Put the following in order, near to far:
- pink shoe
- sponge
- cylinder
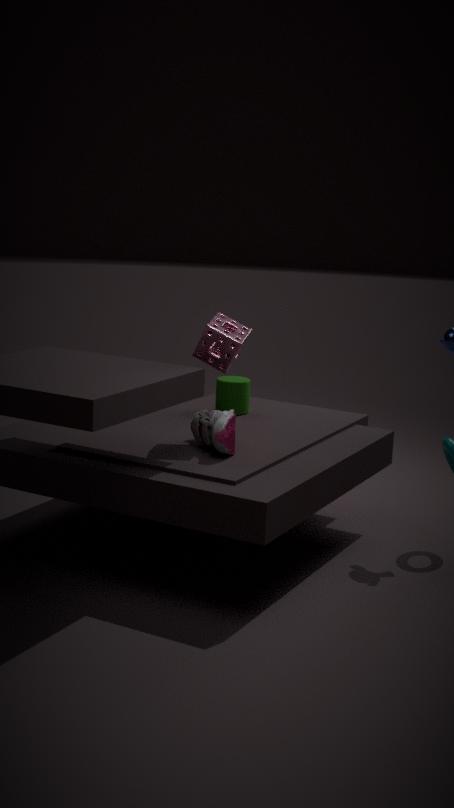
pink shoe, sponge, cylinder
